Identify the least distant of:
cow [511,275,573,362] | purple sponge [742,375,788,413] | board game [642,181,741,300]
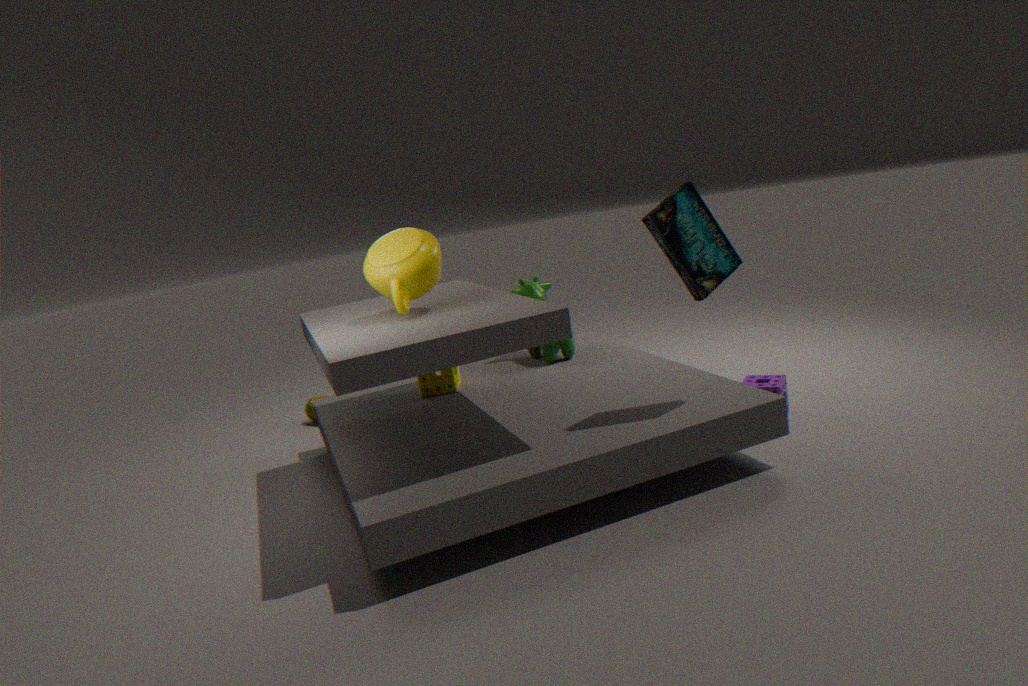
board game [642,181,741,300]
